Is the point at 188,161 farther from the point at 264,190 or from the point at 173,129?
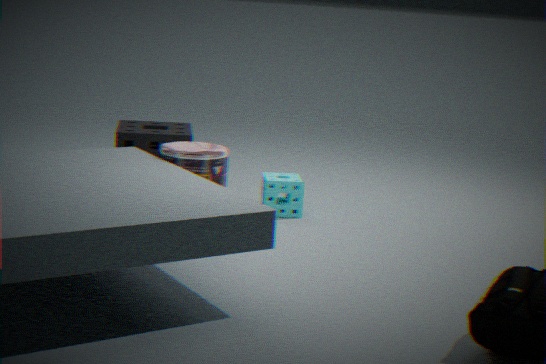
the point at 173,129
